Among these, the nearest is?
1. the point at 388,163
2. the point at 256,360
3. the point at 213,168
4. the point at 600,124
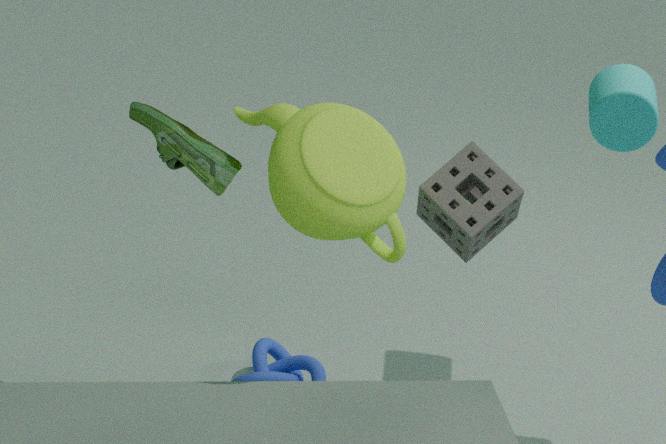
the point at 388,163
